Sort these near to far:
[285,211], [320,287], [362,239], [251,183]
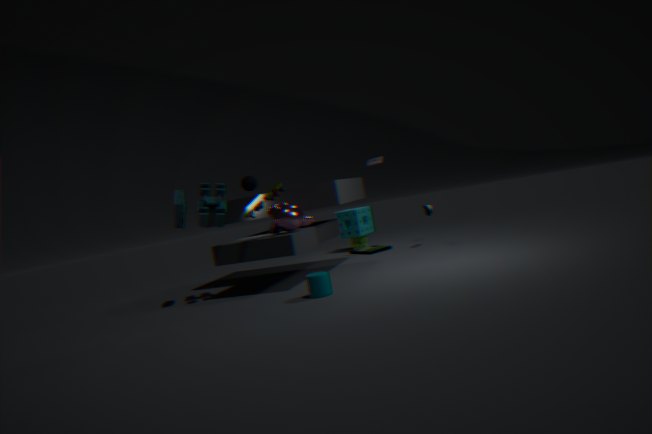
[320,287] → [285,211] → [251,183] → [362,239]
